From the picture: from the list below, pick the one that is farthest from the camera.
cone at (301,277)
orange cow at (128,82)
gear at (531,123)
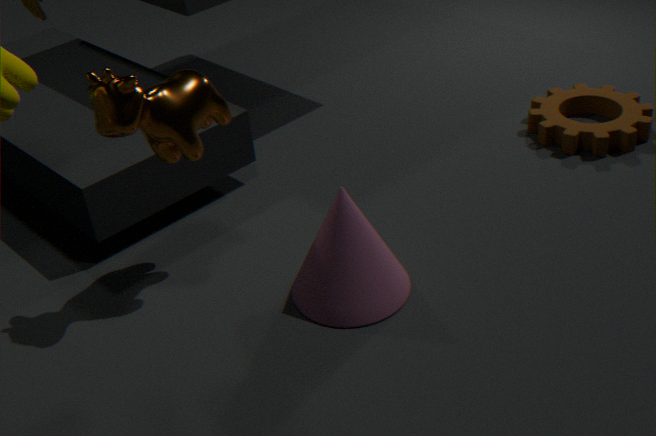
gear at (531,123)
